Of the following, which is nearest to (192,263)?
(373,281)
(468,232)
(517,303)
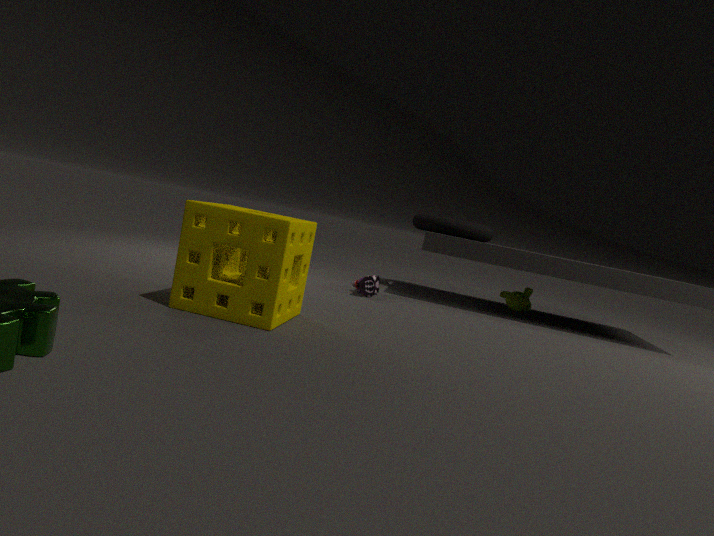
(373,281)
